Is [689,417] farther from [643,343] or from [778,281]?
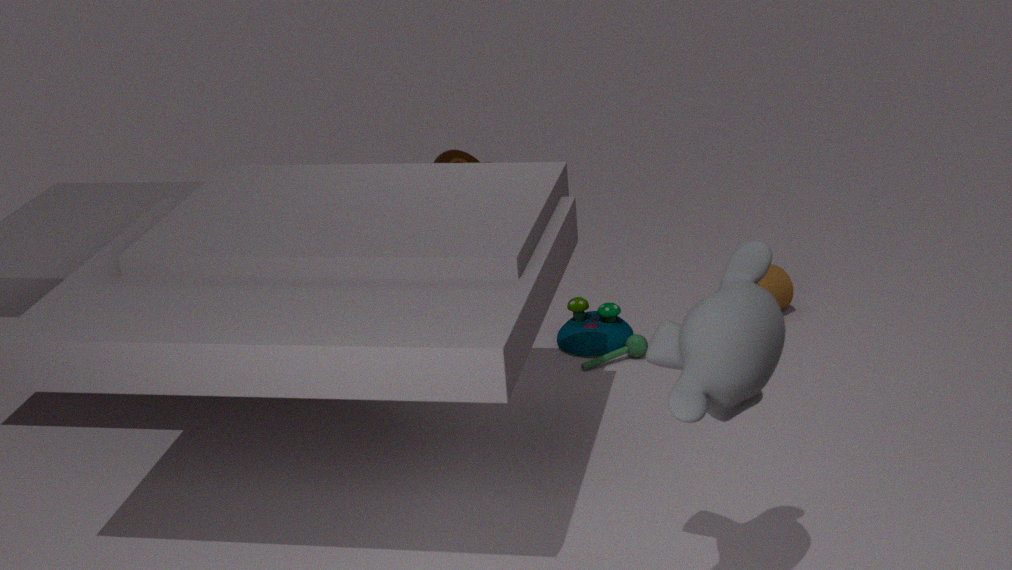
[778,281]
